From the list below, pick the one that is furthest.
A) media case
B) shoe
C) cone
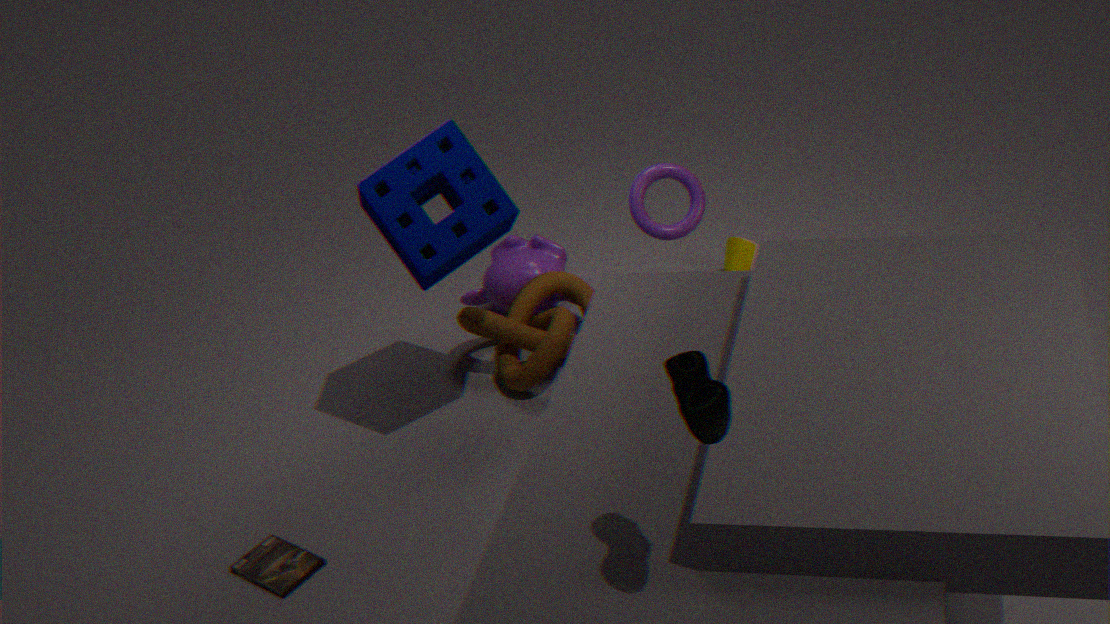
cone
